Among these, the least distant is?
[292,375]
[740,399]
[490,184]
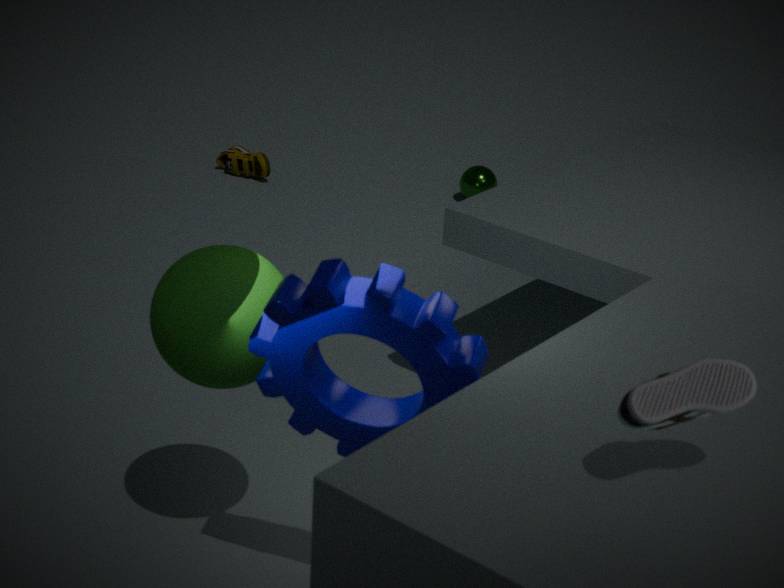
[740,399]
